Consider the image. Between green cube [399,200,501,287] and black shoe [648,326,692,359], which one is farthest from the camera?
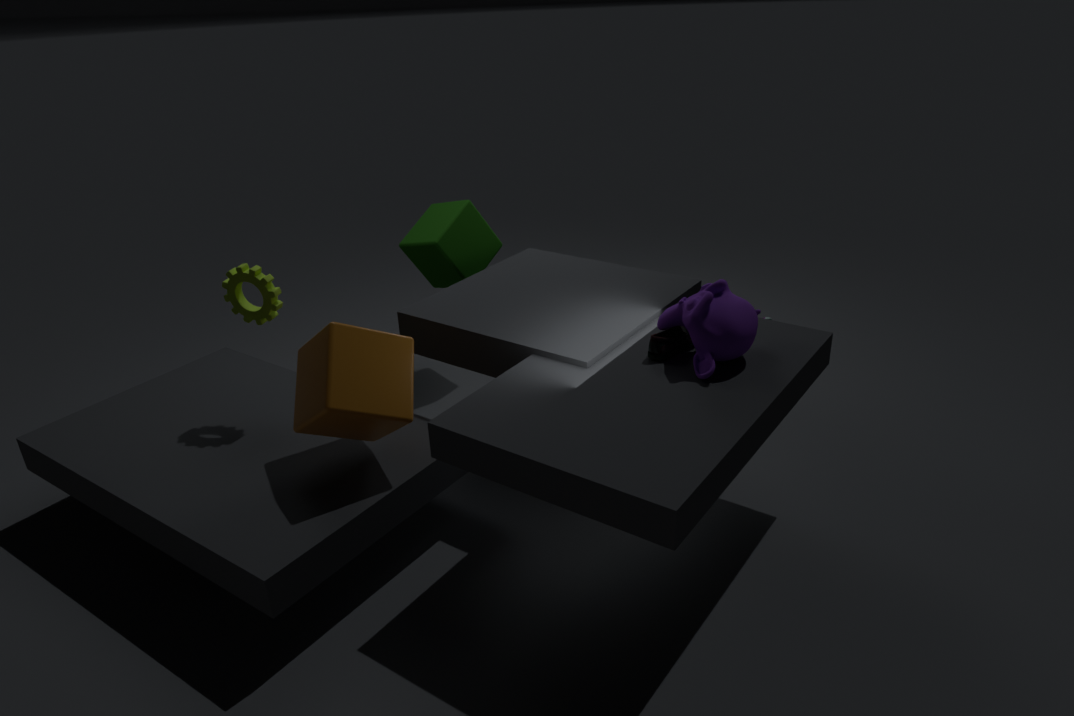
green cube [399,200,501,287]
